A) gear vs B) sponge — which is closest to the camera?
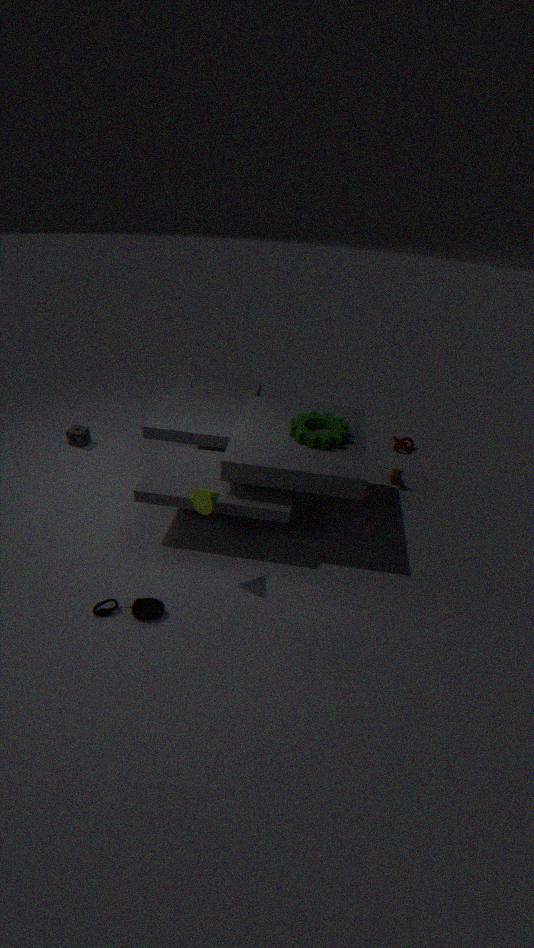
A. gear
